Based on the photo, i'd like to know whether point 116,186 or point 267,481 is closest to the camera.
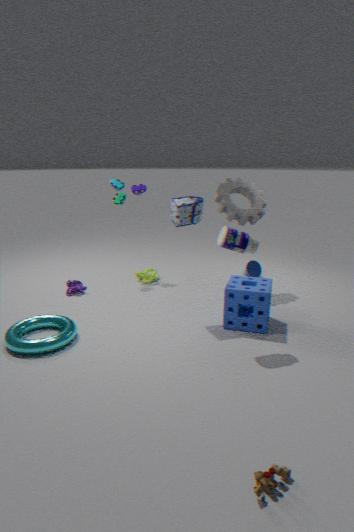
point 267,481
